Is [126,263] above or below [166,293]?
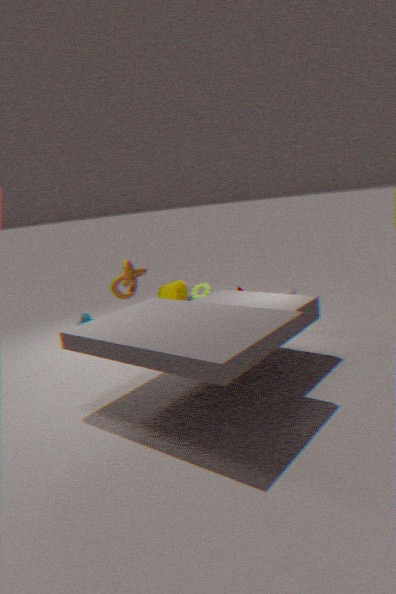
above
